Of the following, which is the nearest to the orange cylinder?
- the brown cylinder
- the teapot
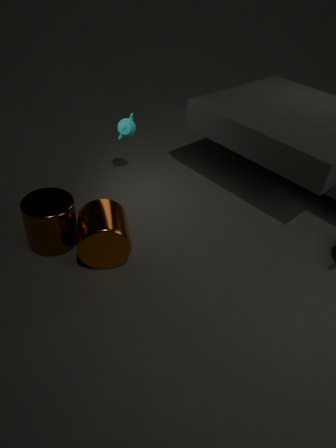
the brown cylinder
